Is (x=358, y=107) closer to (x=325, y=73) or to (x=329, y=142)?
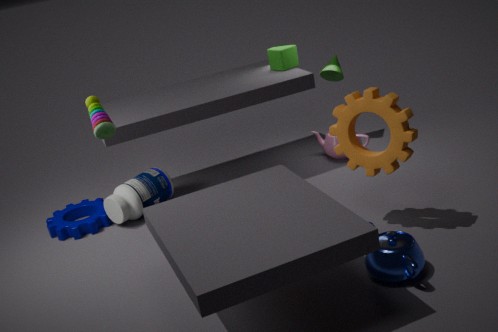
(x=329, y=142)
